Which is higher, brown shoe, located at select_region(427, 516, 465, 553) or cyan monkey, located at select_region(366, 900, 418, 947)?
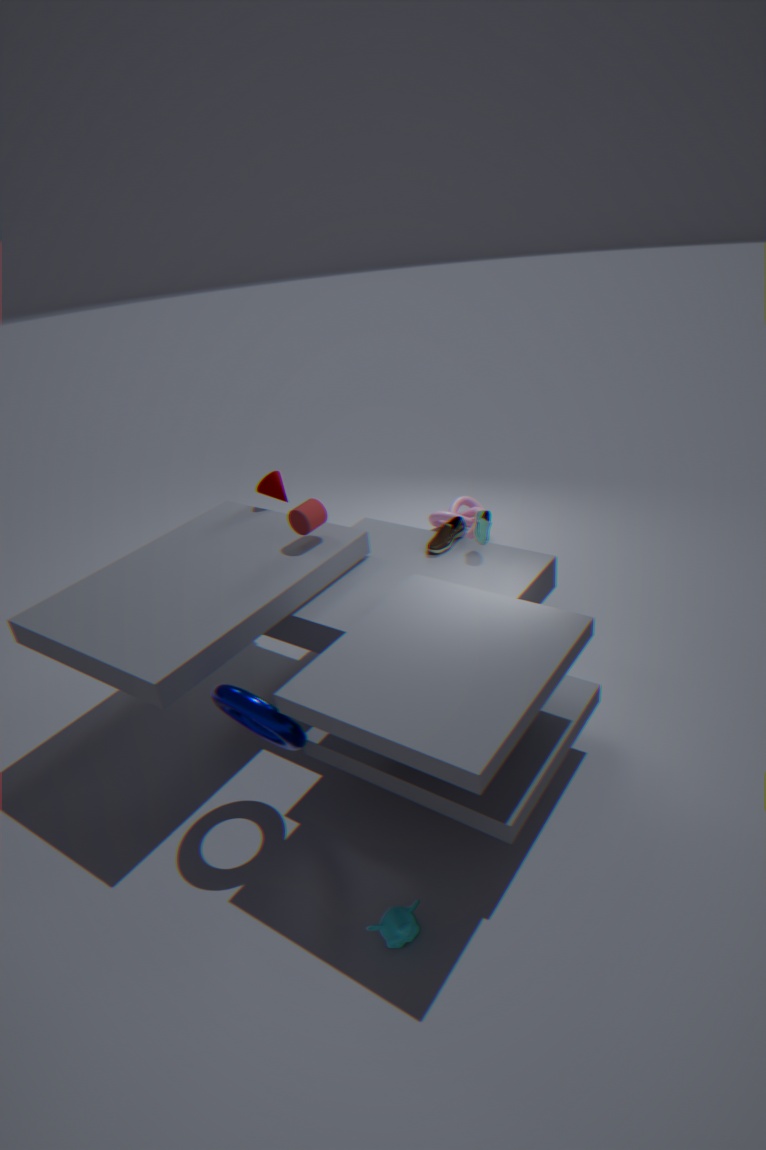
brown shoe, located at select_region(427, 516, 465, 553)
